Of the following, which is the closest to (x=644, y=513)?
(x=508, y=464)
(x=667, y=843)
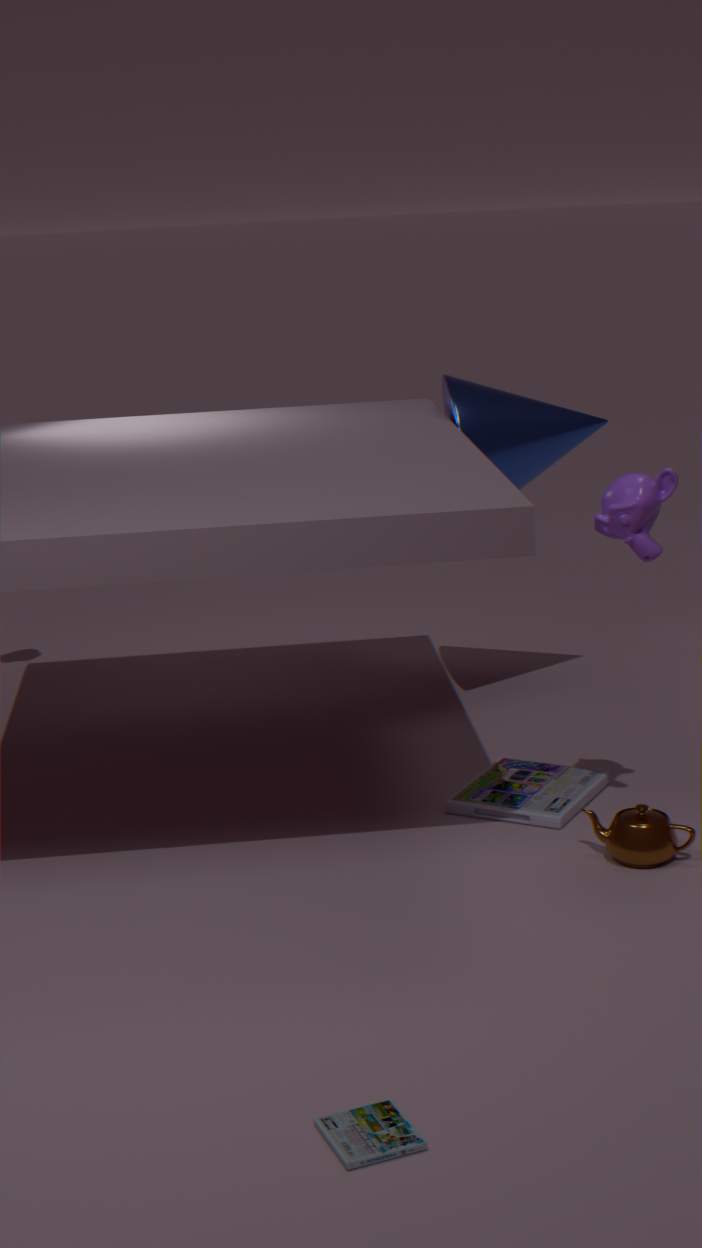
(x=667, y=843)
